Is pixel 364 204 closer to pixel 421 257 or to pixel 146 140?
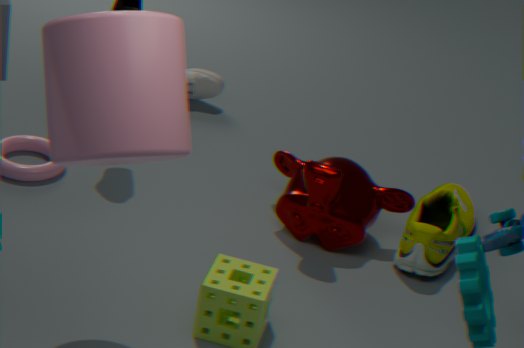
pixel 421 257
